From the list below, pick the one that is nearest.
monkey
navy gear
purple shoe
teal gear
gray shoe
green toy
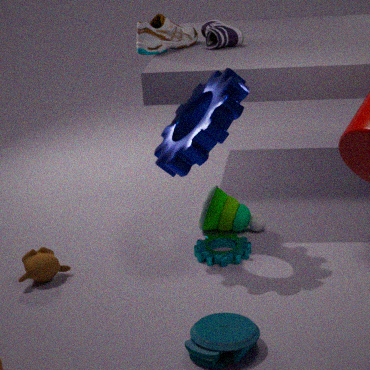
navy gear
